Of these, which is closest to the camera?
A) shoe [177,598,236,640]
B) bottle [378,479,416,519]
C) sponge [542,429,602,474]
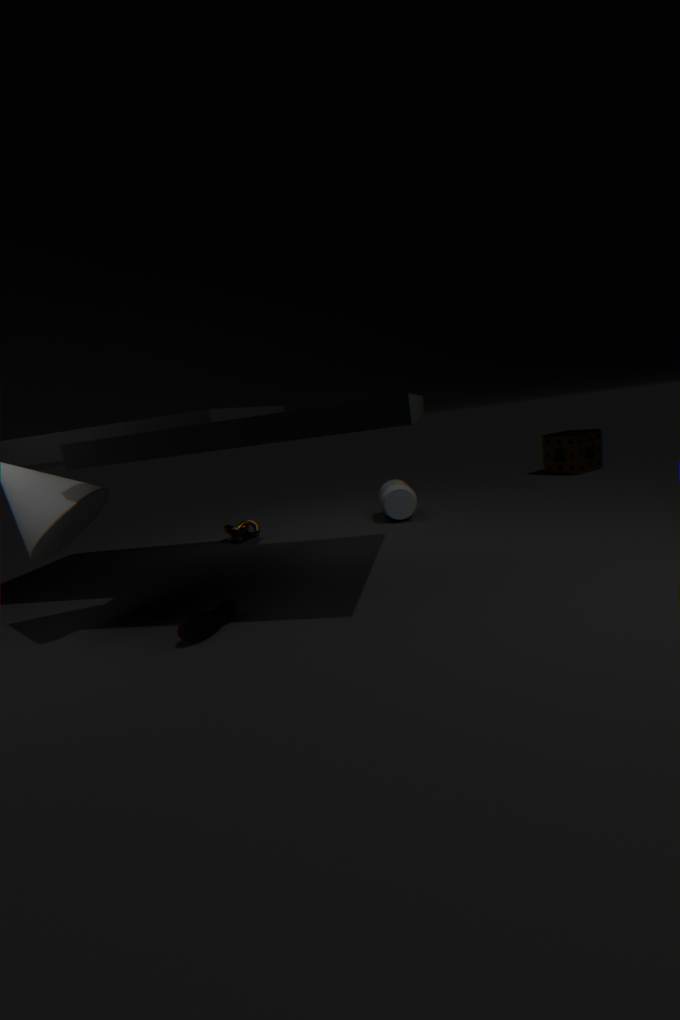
shoe [177,598,236,640]
